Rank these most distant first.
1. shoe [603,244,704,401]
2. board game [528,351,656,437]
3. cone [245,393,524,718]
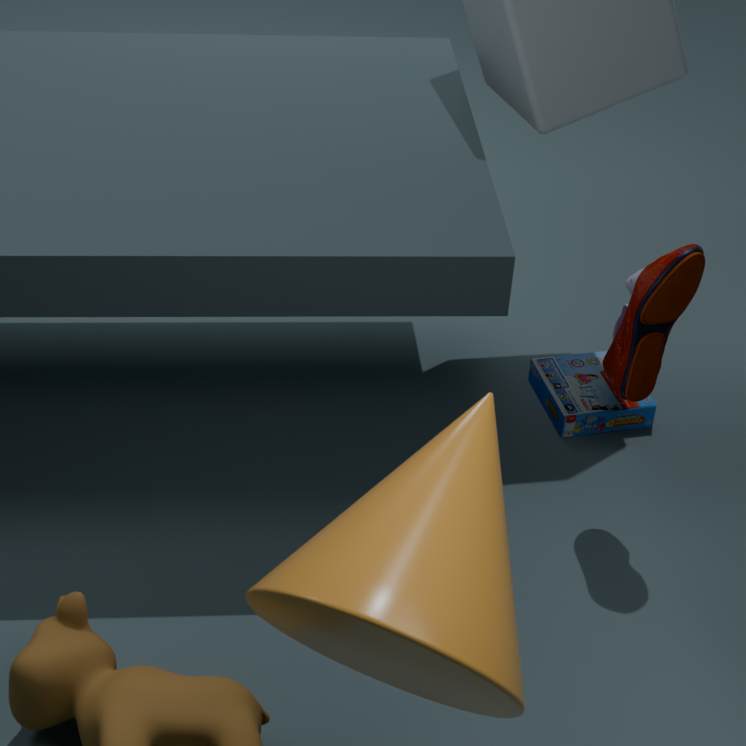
board game [528,351,656,437] < shoe [603,244,704,401] < cone [245,393,524,718]
